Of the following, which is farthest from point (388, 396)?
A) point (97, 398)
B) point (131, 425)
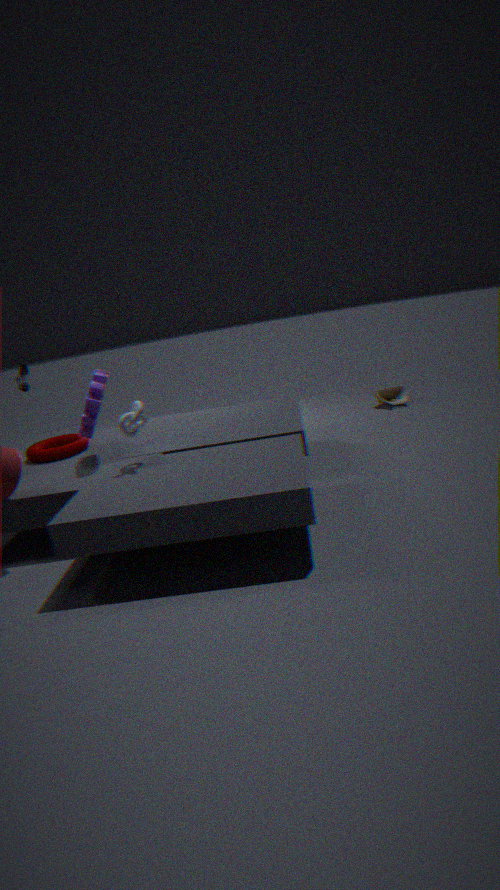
point (97, 398)
